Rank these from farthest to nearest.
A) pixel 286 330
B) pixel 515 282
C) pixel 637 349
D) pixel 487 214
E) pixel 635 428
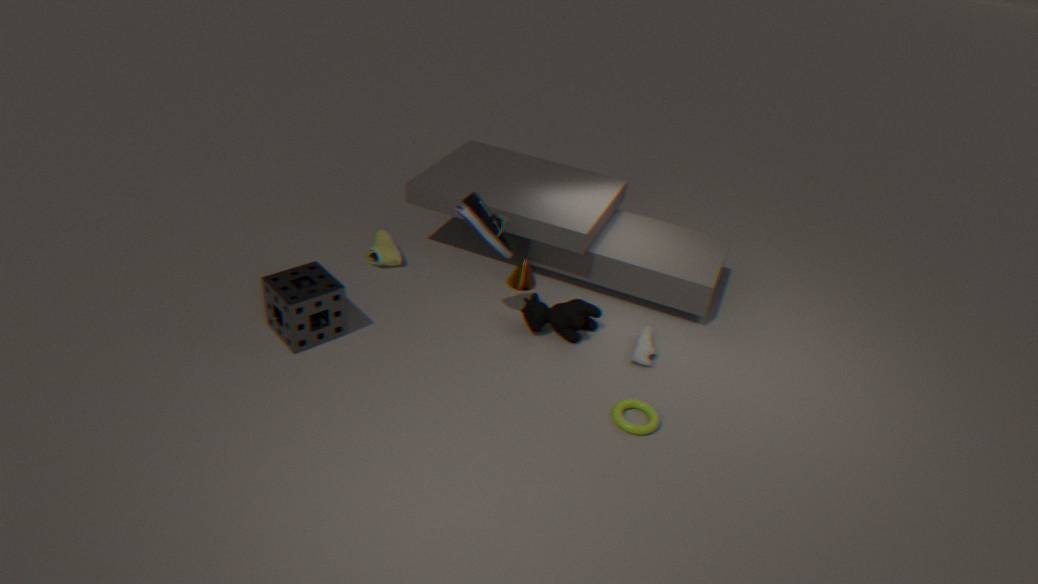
pixel 515 282 < pixel 637 349 < pixel 286 330 < pixel 487 214 < pixel 635 428
